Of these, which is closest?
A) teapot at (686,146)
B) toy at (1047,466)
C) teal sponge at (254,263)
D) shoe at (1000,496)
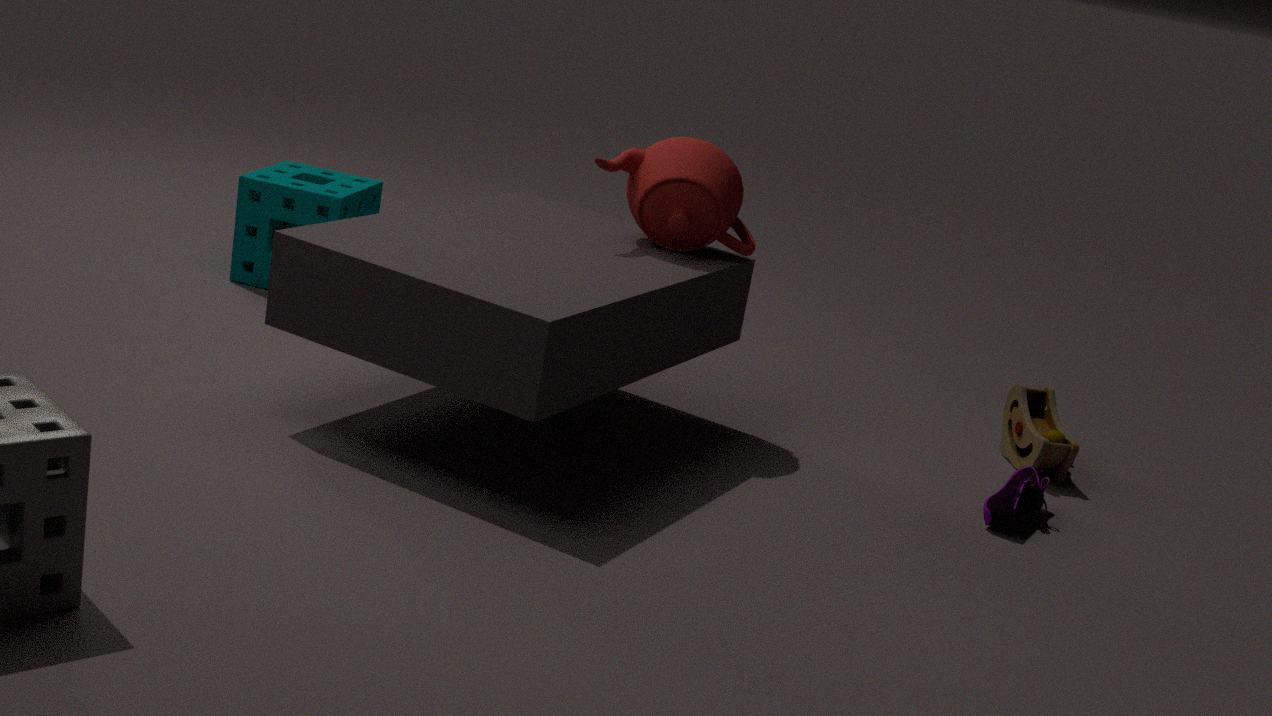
shoe at (1000,496)
